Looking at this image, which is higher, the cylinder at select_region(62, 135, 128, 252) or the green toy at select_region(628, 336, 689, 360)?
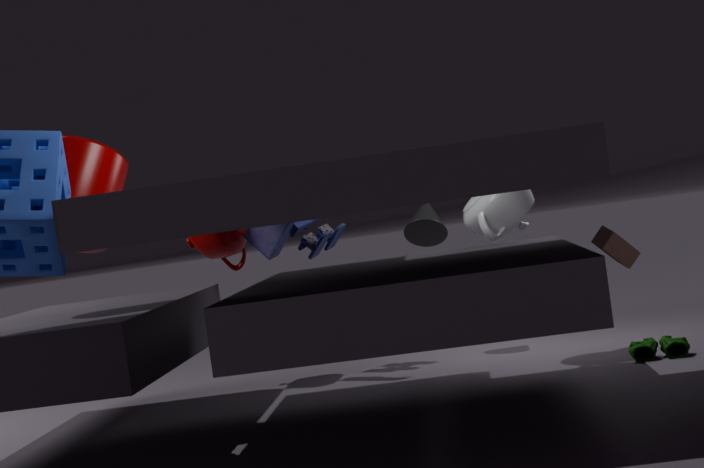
the cylinder at select_region(62, 135, 128, 252)
